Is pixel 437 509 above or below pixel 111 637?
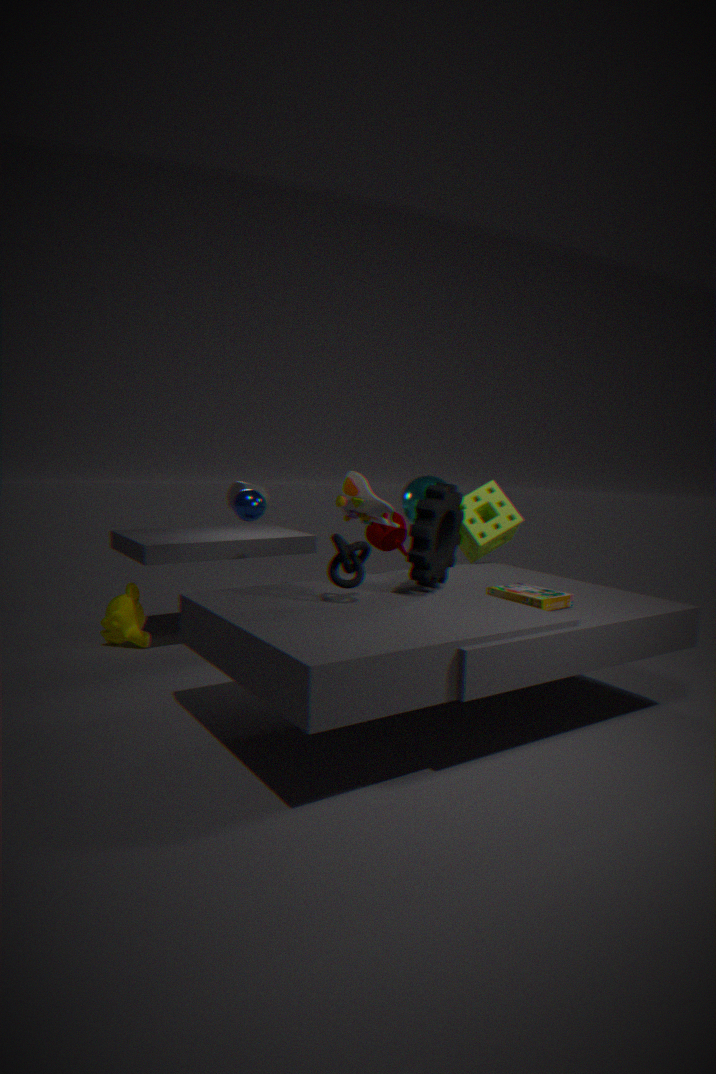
above
